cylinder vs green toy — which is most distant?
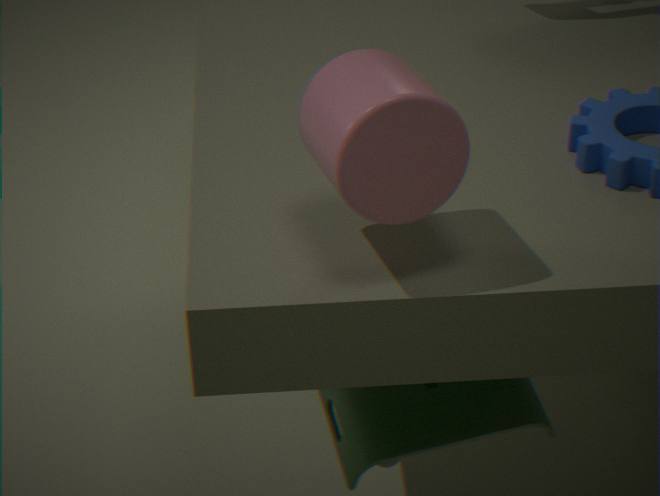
green toy
